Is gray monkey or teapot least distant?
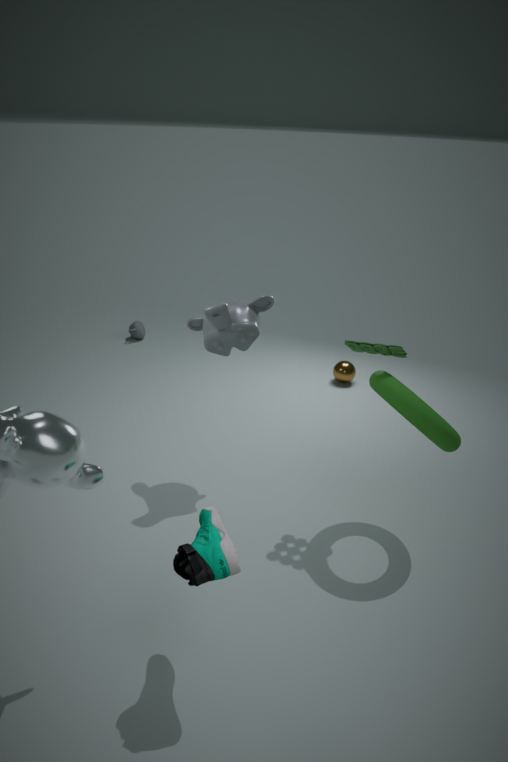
gray monkey
